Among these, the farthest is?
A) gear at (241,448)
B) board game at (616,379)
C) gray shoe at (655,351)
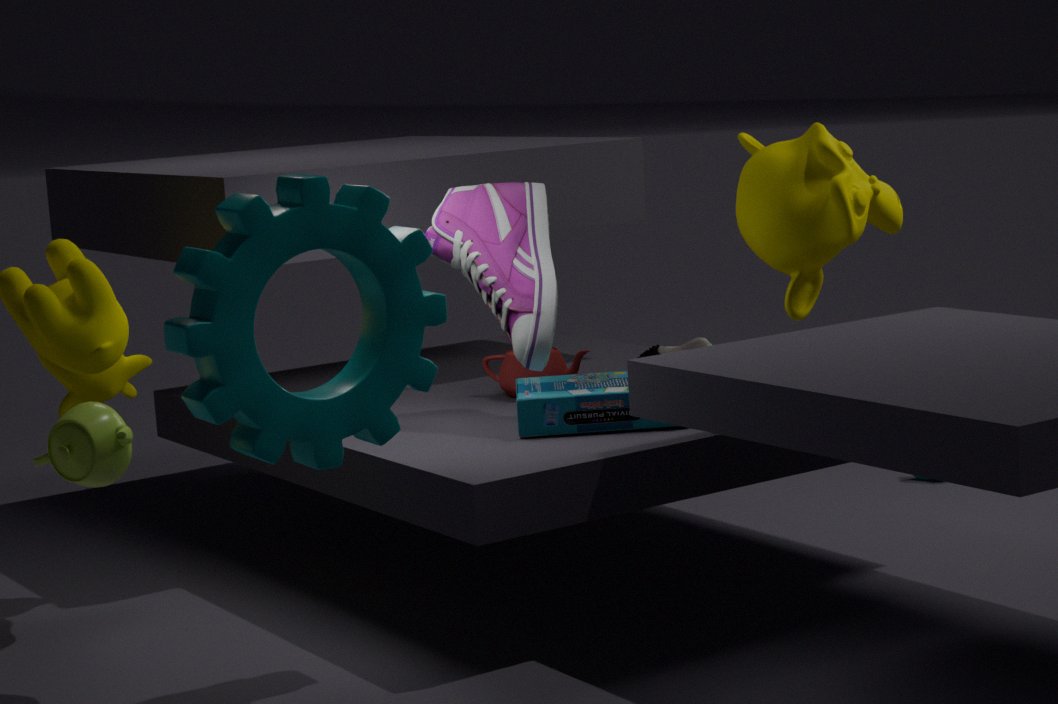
gray shoe at (655,351)
